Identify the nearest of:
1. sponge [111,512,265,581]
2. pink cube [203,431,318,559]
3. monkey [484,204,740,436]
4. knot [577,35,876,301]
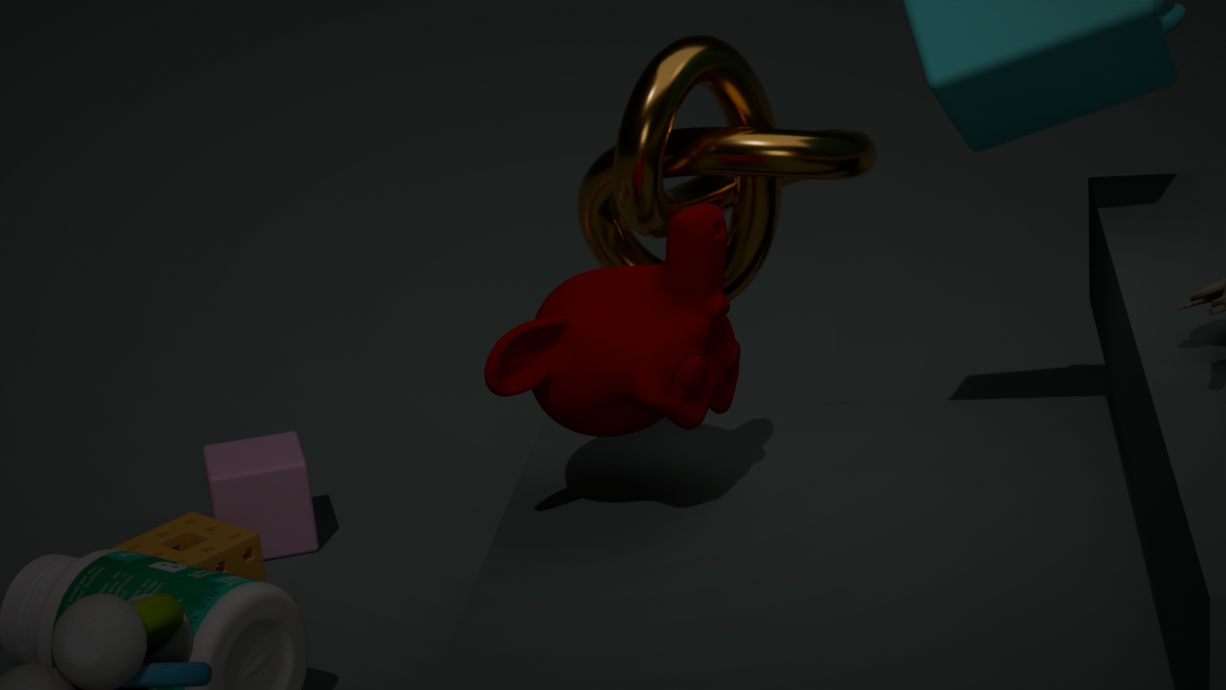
monkey [484,204,740,436]
